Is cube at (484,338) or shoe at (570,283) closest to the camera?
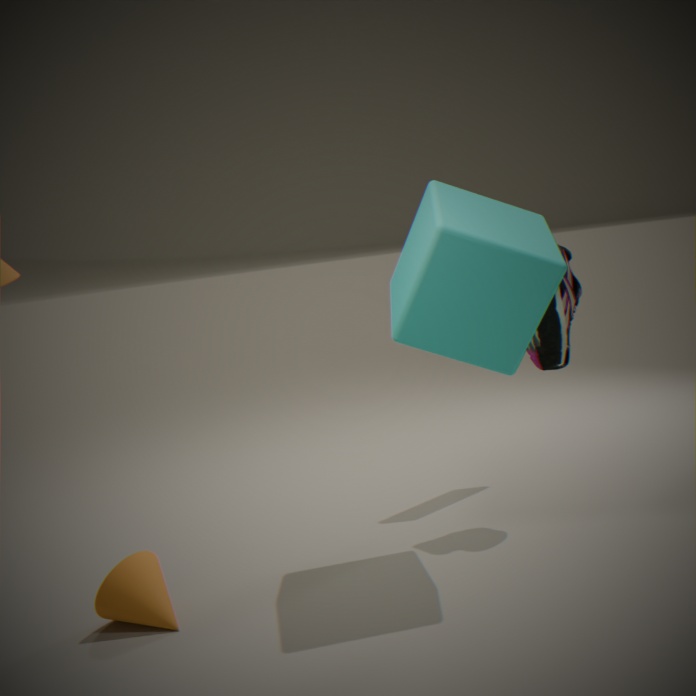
cube at (484,338)
